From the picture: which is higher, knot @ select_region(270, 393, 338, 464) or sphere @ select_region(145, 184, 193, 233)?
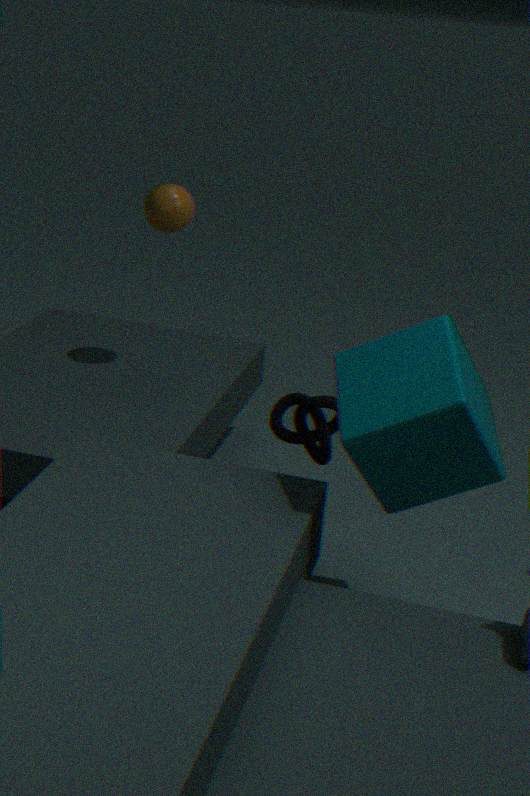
sphere @ select_region(145, 184, 193, 233)
